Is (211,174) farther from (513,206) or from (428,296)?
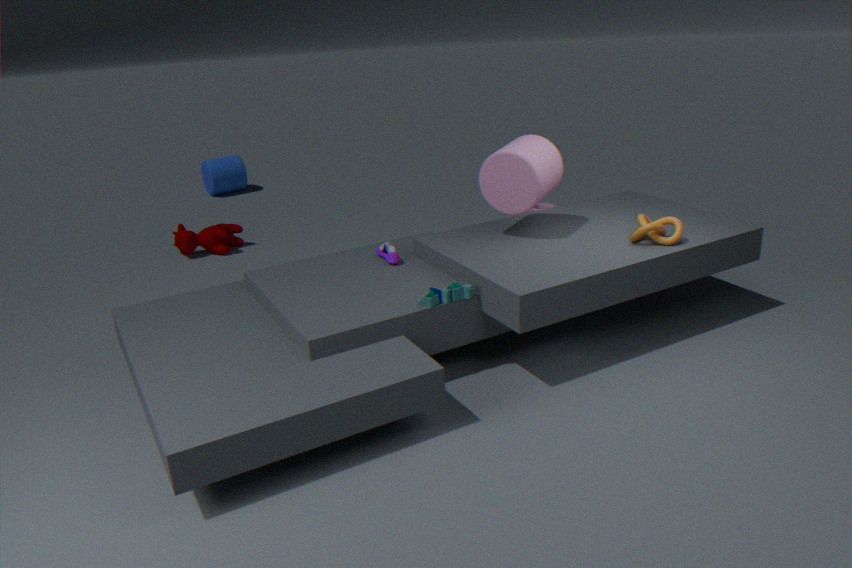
(428,296)
